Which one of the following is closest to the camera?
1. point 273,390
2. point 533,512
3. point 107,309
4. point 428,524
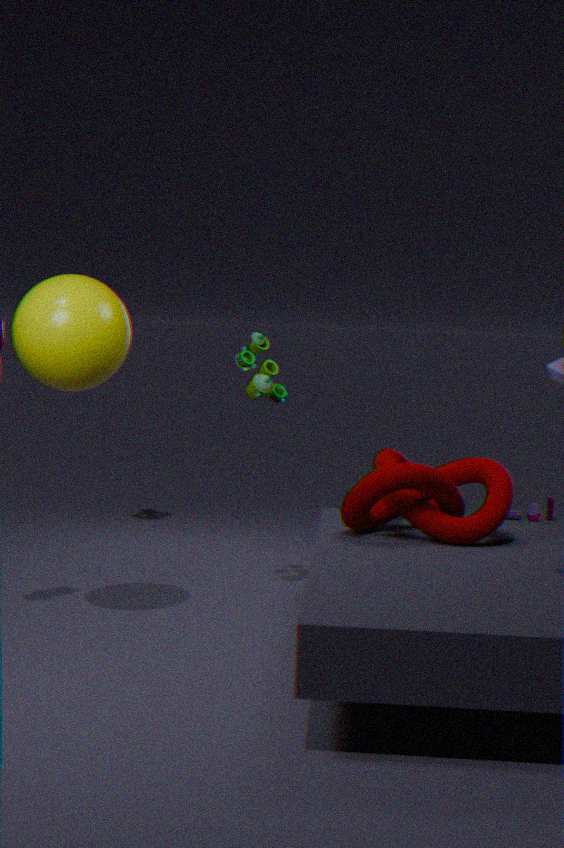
point 107,309
